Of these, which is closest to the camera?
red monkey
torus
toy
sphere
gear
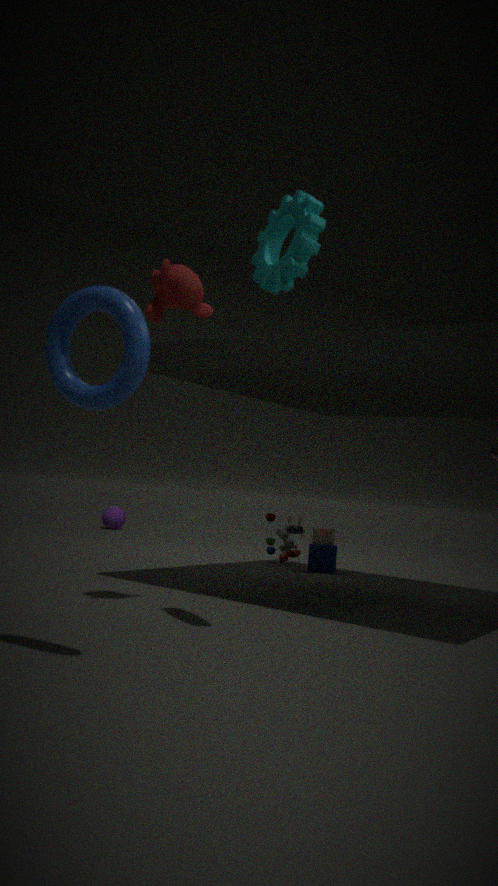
torus
